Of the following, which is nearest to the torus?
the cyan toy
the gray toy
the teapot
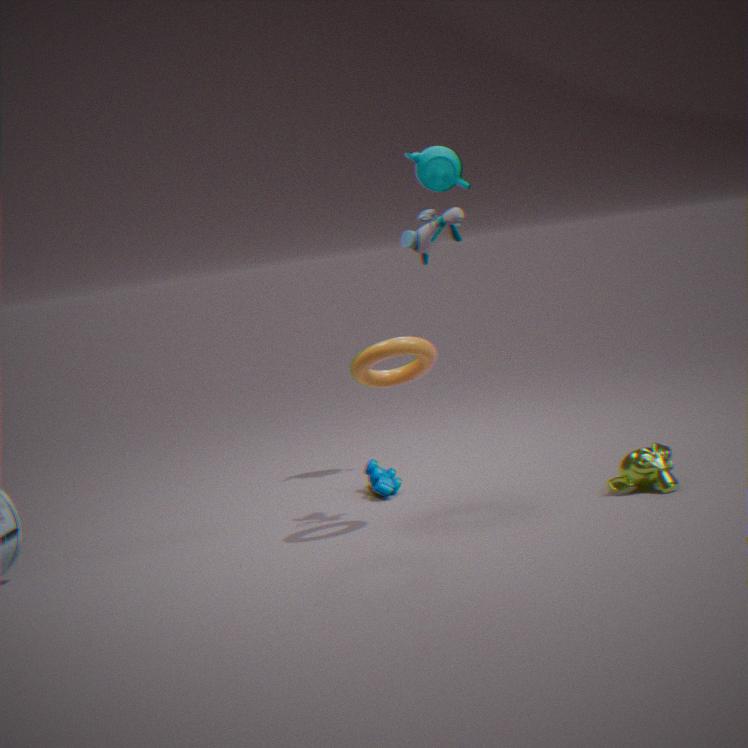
the gray toy
